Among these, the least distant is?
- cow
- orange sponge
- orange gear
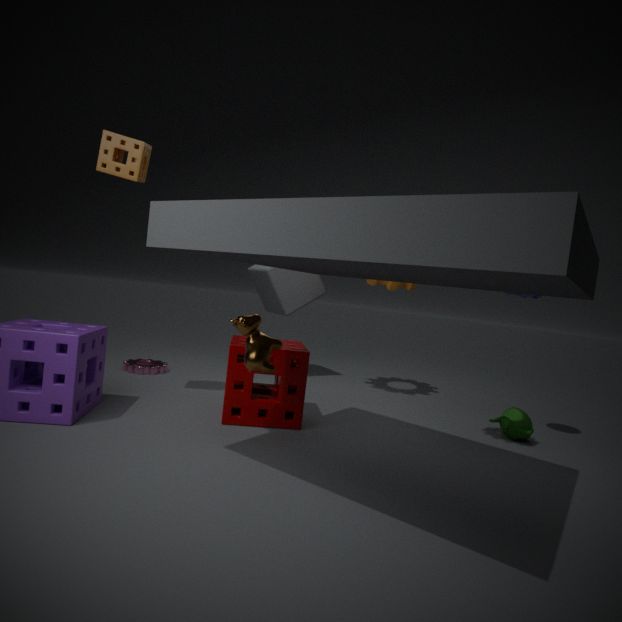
cow
